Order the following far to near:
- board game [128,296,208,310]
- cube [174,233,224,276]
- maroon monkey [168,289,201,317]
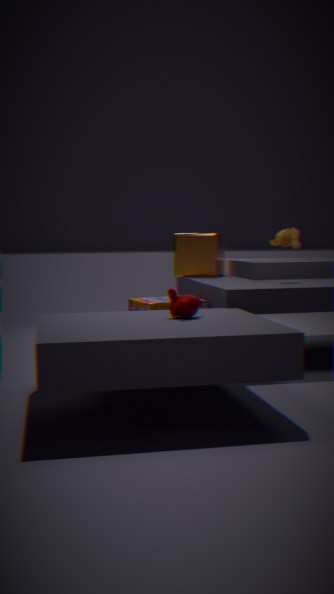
cube [174,233,224,276]
board game [128,296,208,310]
maroon monkey [168,289,201,317]
